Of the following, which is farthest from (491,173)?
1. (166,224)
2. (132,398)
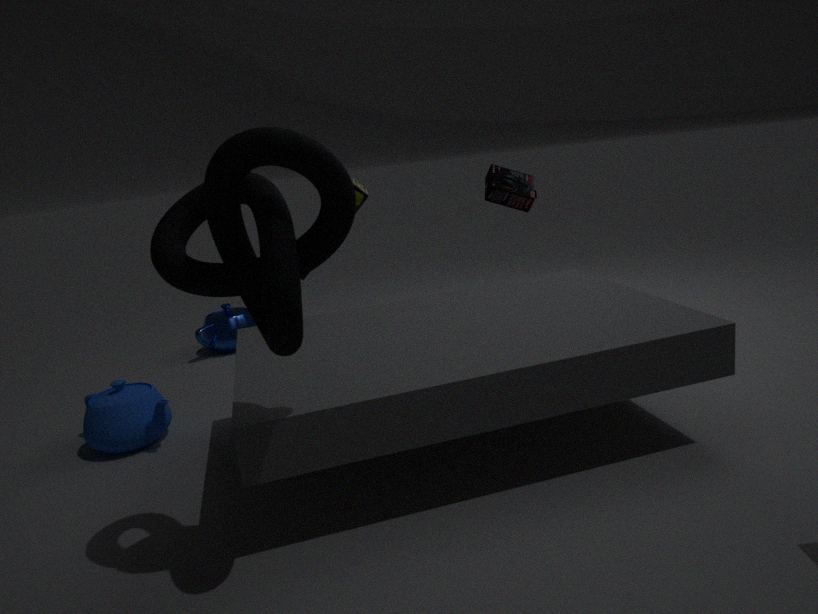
(132,398)
